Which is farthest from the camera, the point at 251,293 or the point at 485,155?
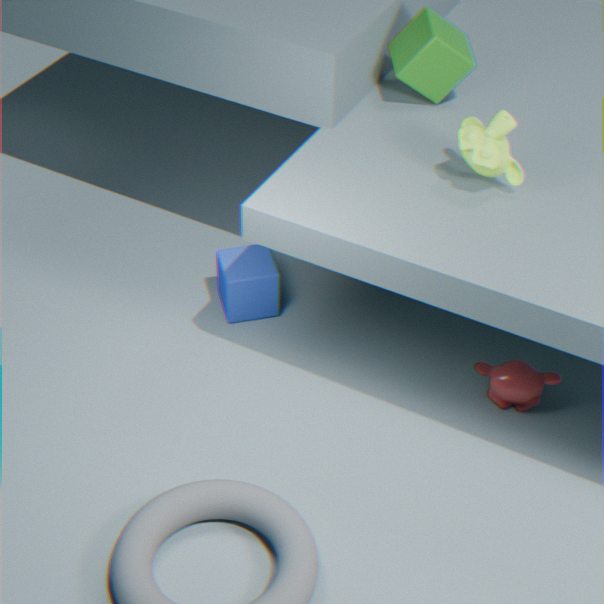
the point at 251,293
